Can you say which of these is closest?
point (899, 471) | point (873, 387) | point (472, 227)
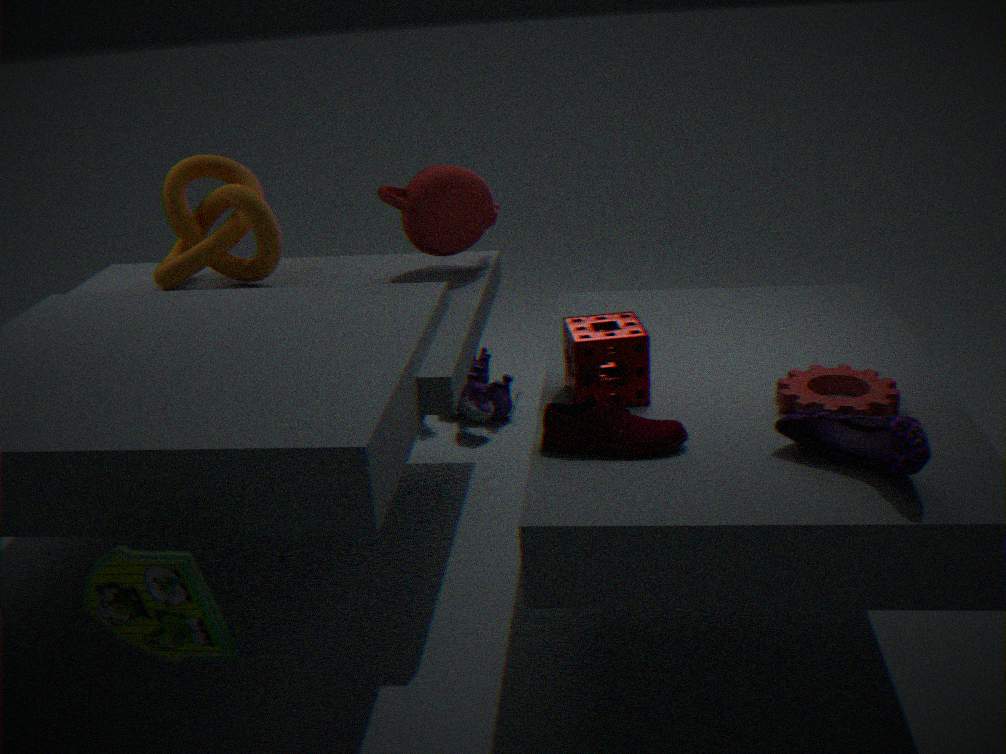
point (899, 471)
